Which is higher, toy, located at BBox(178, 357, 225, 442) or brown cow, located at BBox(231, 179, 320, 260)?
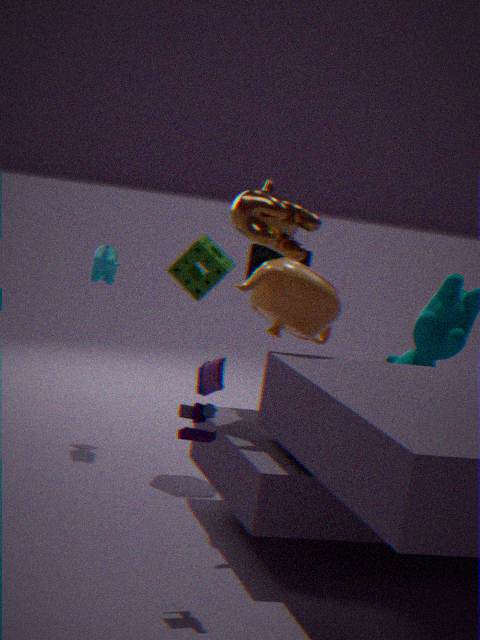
brown cow, located at BBox(231, 179, 320, 260)
